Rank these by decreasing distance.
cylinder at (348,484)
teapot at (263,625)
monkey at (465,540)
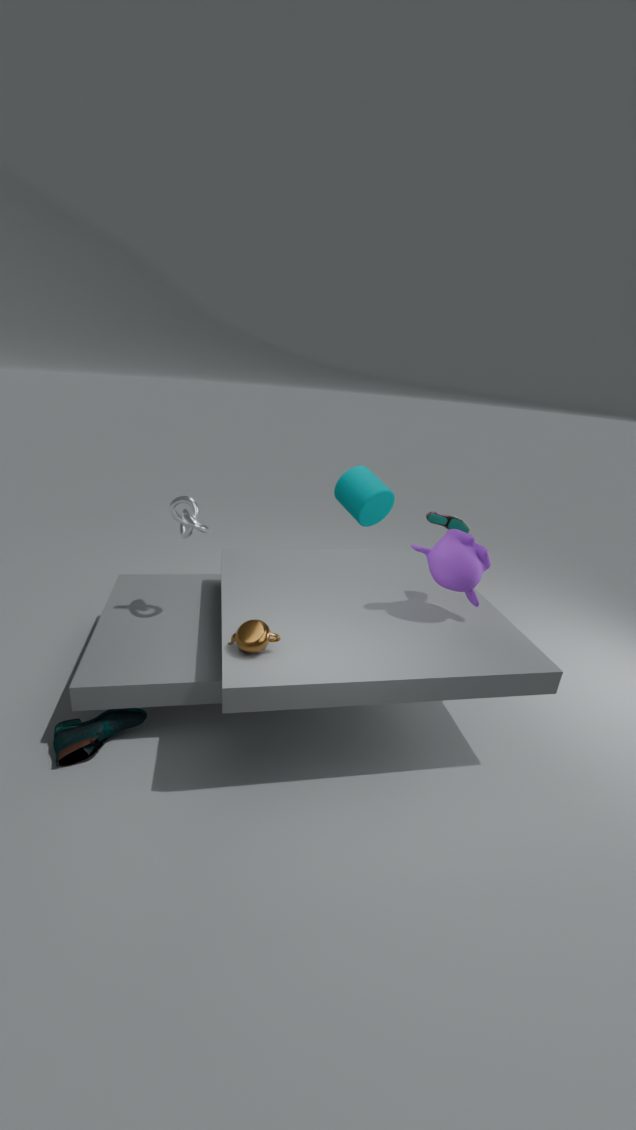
cylinder at (348,484), monkey at (465,540), teapot at (263,625)
